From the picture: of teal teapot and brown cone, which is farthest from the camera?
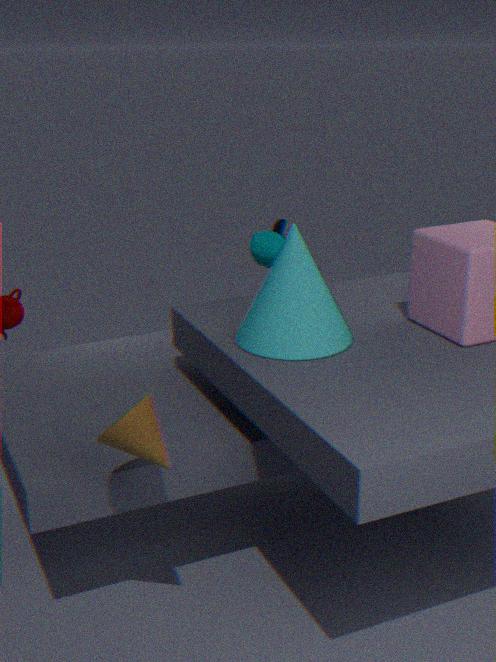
teal teapot
